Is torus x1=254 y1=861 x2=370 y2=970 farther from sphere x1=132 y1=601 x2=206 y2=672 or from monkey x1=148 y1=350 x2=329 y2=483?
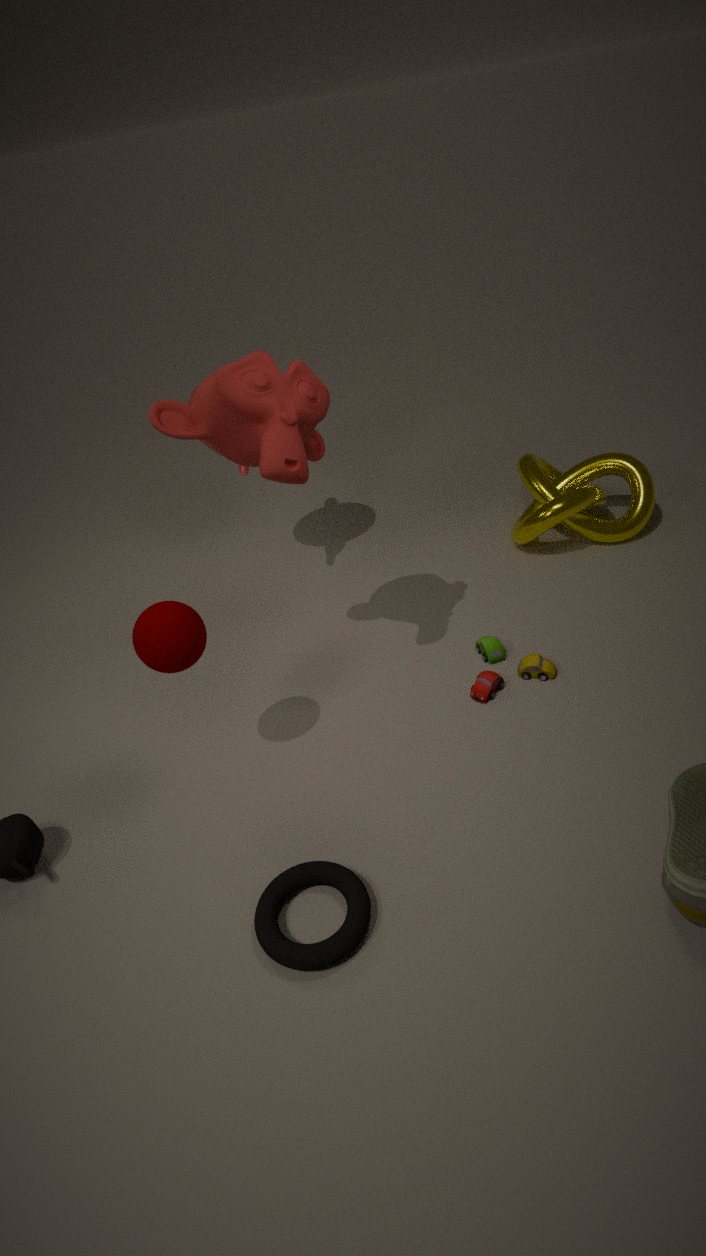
monkey x1=148 y1=350 x2=329 y2=483
